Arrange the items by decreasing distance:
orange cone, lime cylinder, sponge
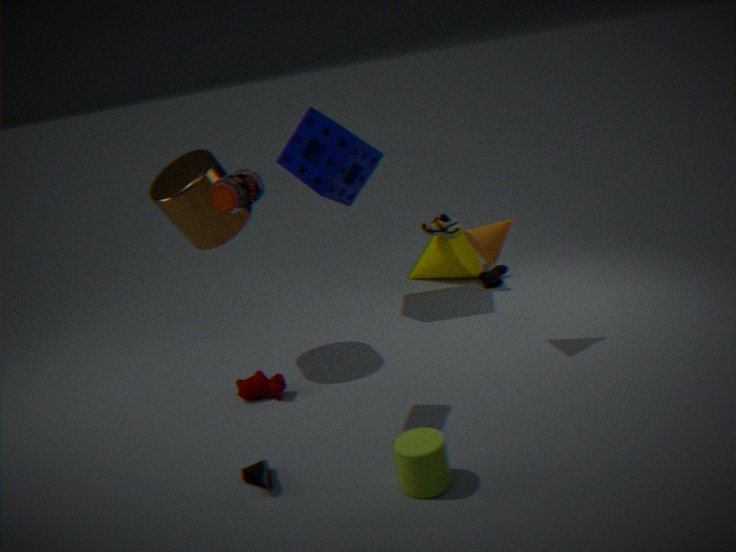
sponge < orange cone < lime cylinder
